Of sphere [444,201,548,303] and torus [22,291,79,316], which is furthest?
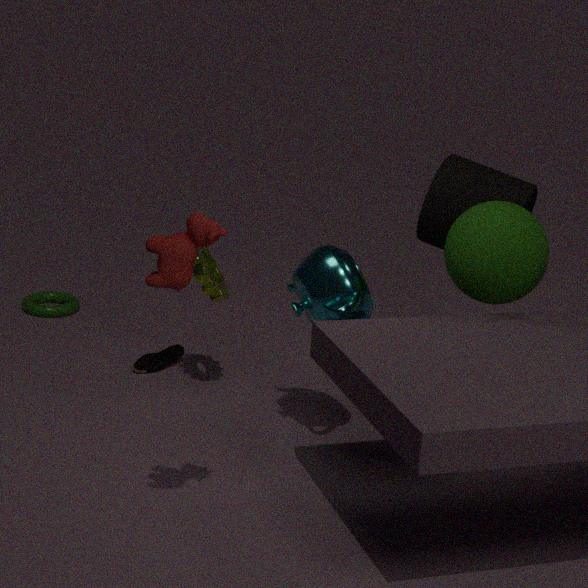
torus [22,291,79,316]
